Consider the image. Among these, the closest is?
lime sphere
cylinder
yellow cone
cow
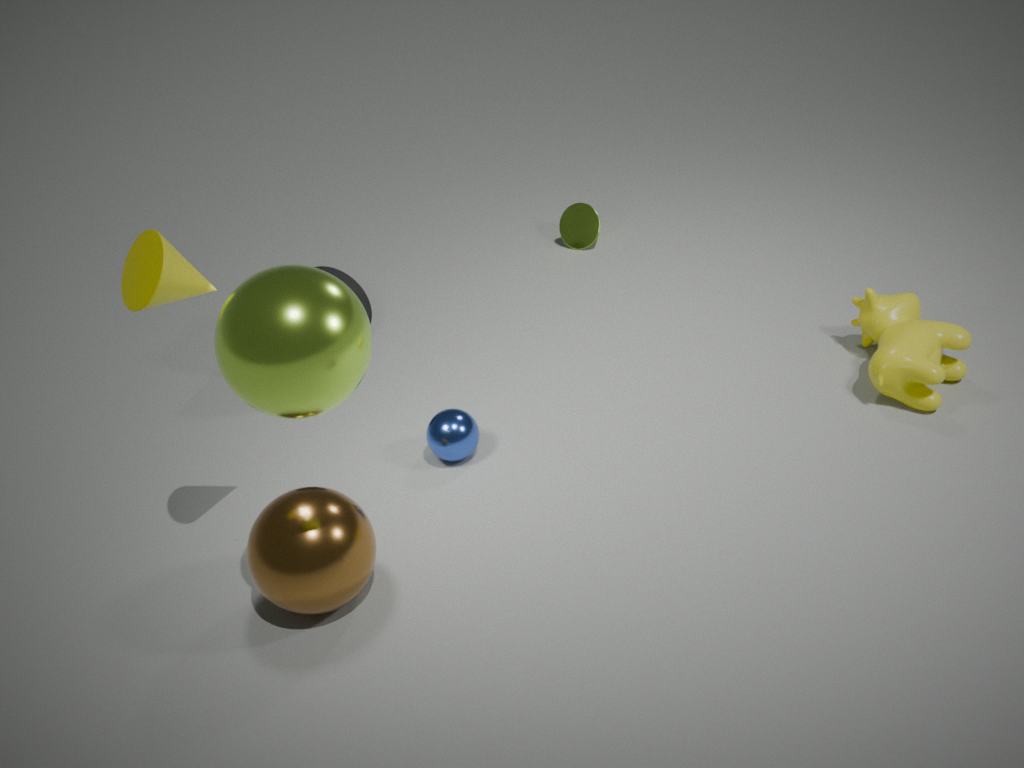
lime sphere
